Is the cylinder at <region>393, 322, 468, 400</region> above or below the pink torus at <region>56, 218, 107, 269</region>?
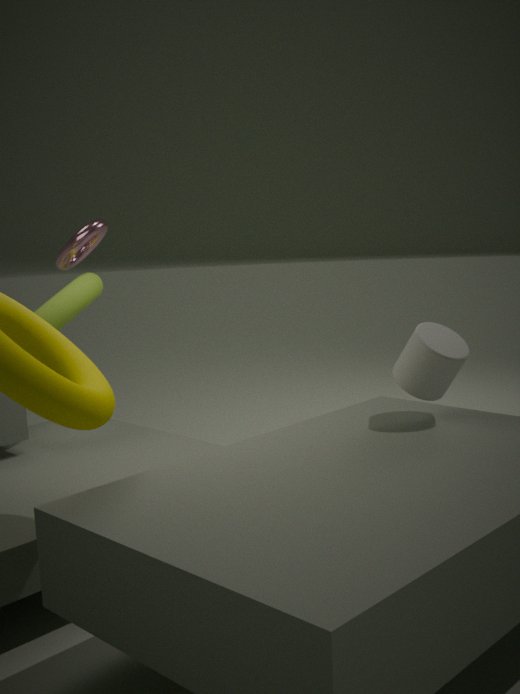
below
